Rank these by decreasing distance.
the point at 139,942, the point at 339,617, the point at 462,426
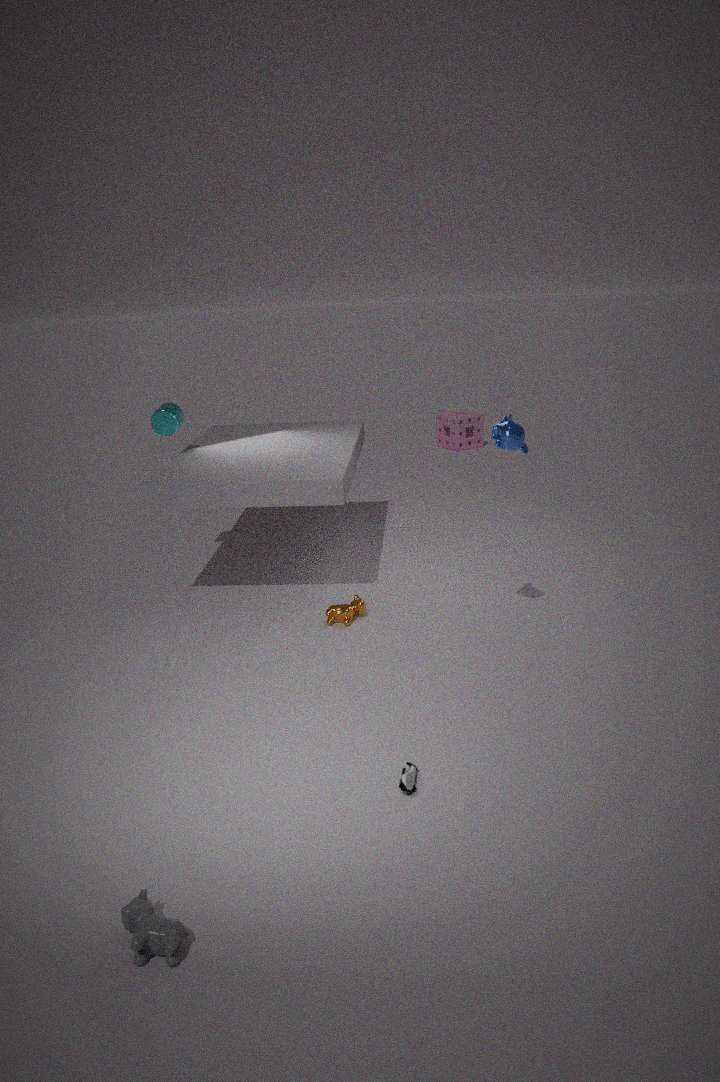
the point at 462,426 < the point at 339,617 < the point at 139,942
